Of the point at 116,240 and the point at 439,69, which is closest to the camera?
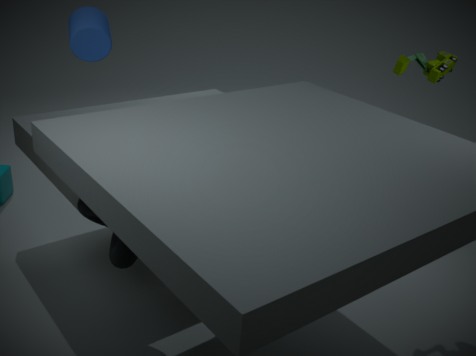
the point at 116,240
